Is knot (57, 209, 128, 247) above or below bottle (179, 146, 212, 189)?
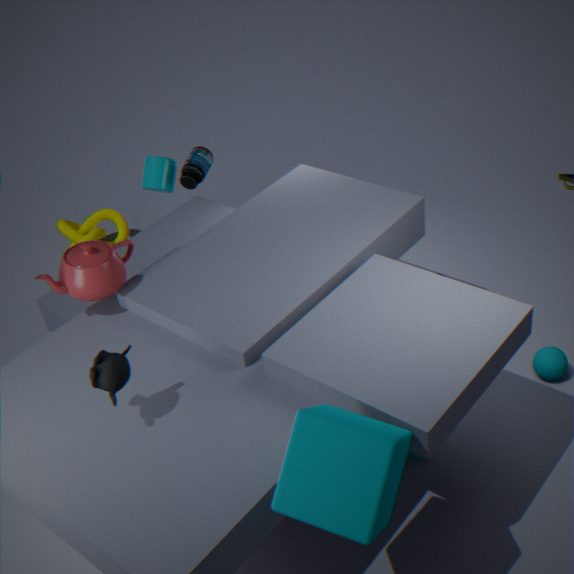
below
